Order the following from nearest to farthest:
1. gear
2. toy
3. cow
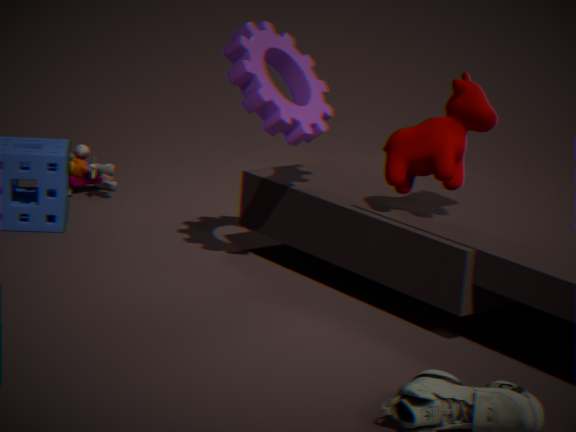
cow < gear < toy
